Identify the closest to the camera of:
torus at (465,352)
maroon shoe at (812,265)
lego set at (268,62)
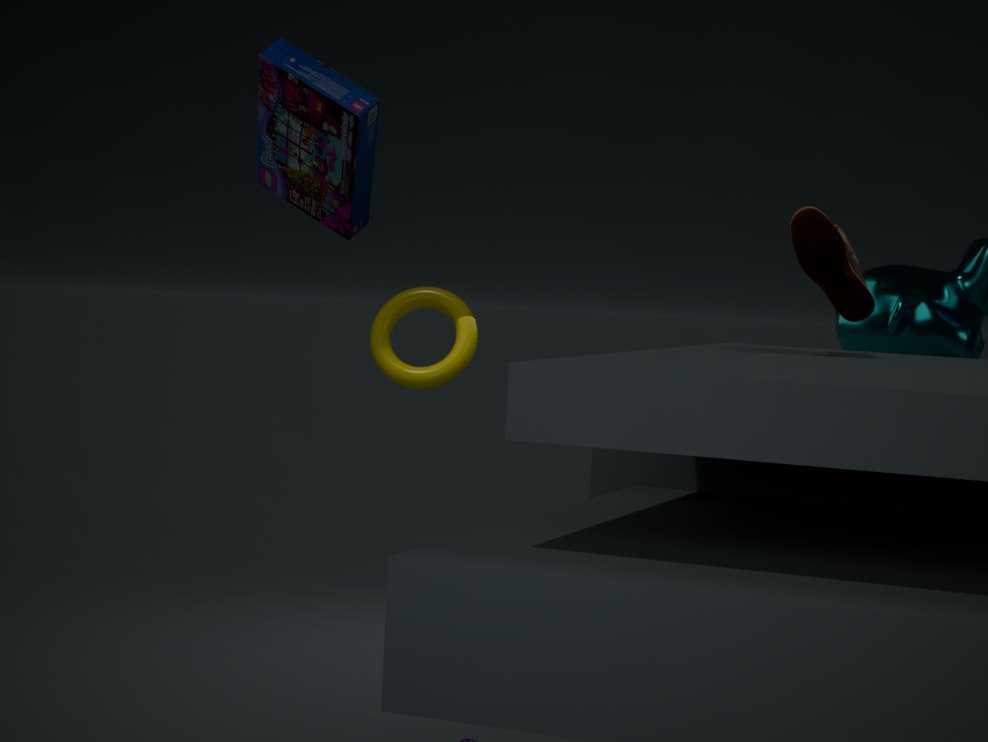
maroon shoe at (812,265)
